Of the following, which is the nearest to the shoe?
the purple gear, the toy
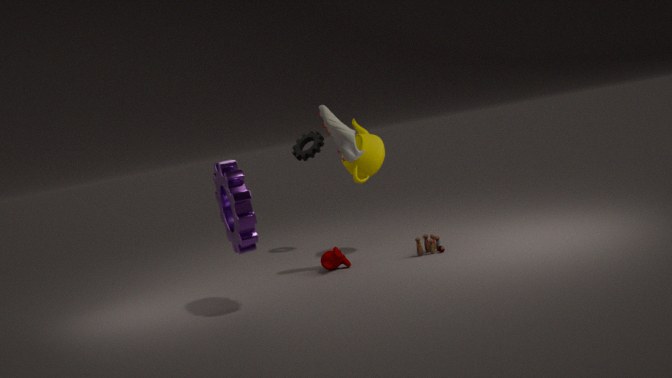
the toy
